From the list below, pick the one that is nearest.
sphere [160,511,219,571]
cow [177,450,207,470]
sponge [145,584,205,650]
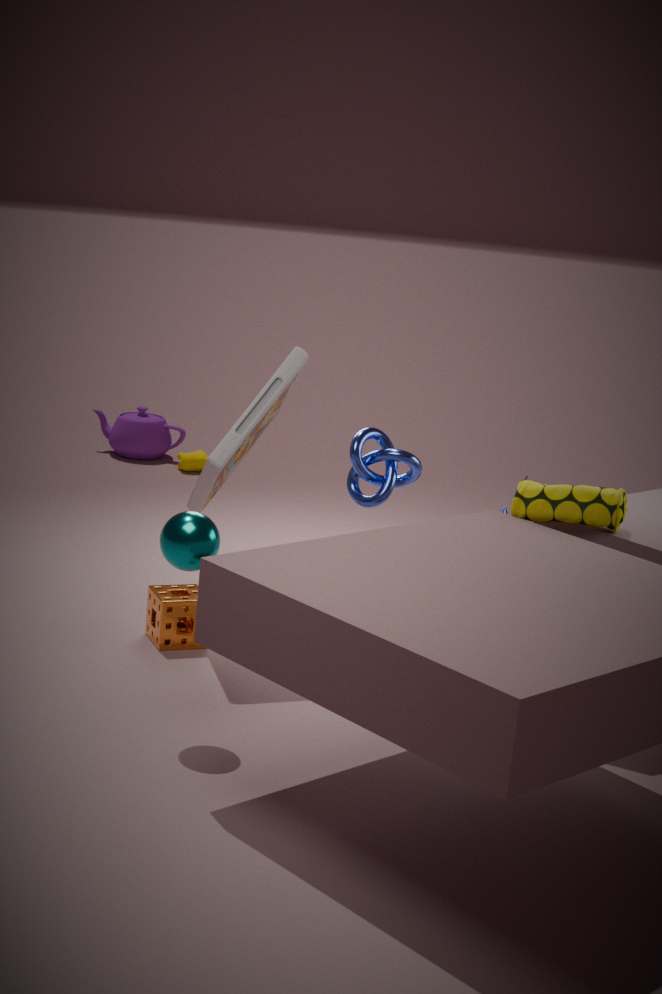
sphere [160,511,219,571]
